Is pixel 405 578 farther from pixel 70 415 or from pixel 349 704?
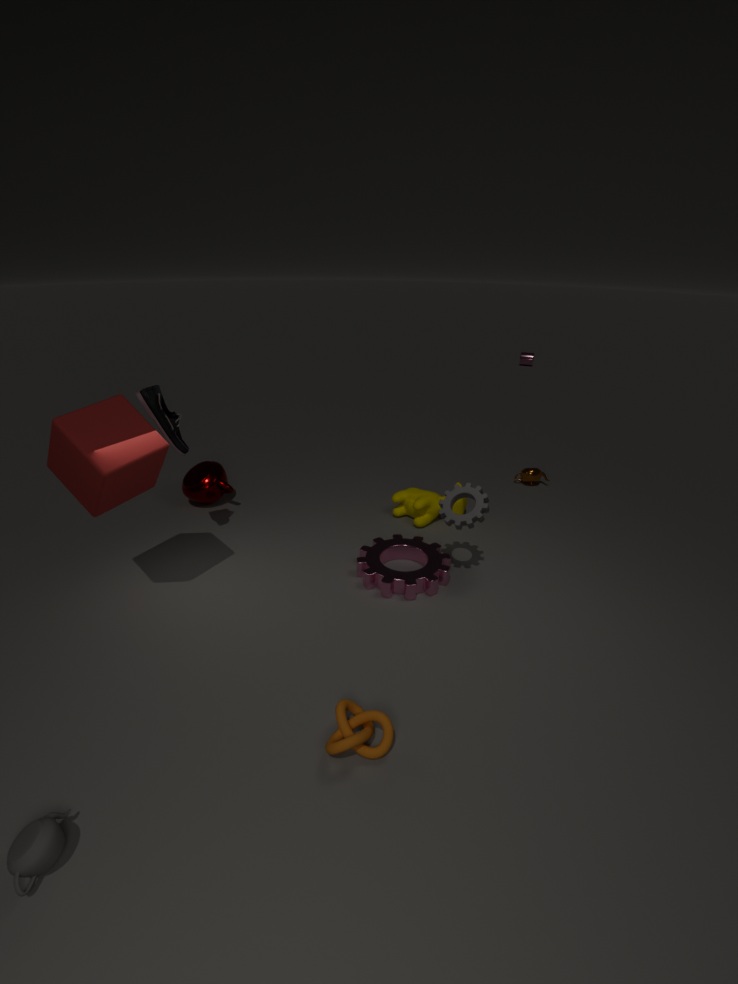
pixel 70 415
